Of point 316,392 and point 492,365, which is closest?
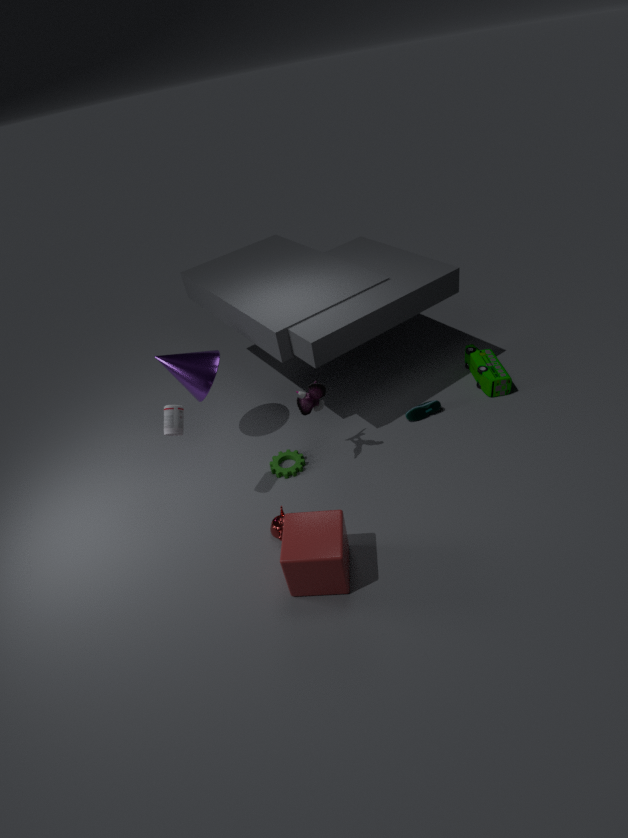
point 316,392
